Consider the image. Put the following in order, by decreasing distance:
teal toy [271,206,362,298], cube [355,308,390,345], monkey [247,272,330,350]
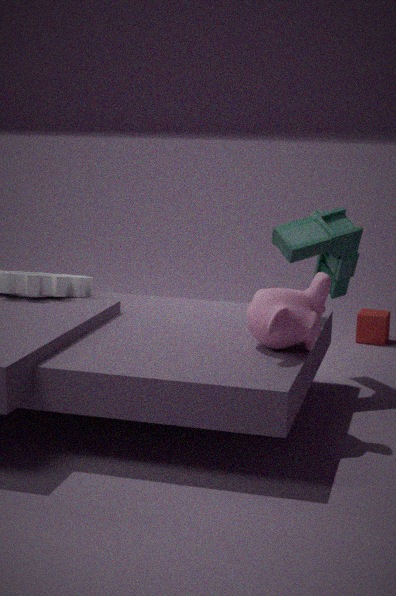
cube [355,308,390,345] < teal toy [271,206,362,298] < monkey [247,272,330,350]
